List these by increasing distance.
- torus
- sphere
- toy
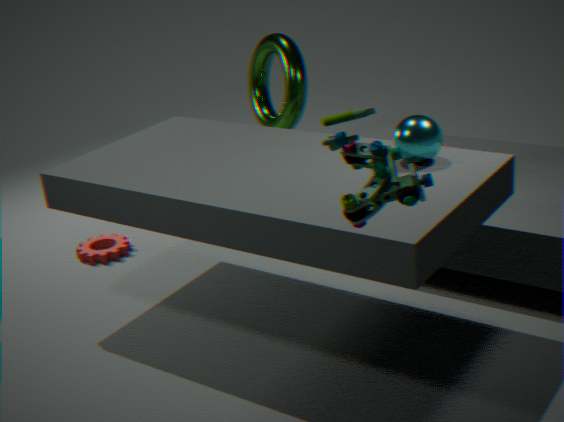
toy, sphere, torus
